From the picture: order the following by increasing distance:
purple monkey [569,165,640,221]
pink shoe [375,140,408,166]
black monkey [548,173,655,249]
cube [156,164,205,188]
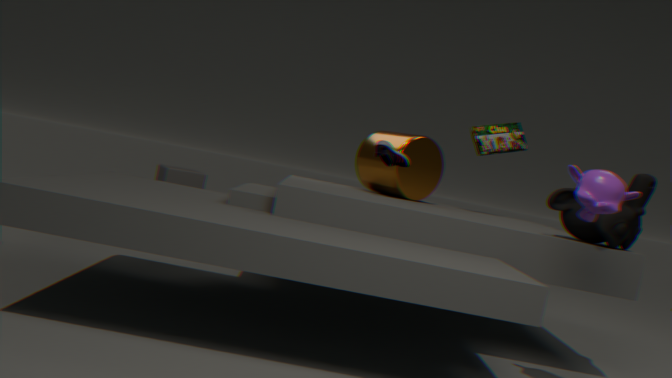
purple monkey [569,165,640,221] < black monkey [548,173,655,249] < pink shoe [375,140,408,166] < cube [156,164,205,188]
